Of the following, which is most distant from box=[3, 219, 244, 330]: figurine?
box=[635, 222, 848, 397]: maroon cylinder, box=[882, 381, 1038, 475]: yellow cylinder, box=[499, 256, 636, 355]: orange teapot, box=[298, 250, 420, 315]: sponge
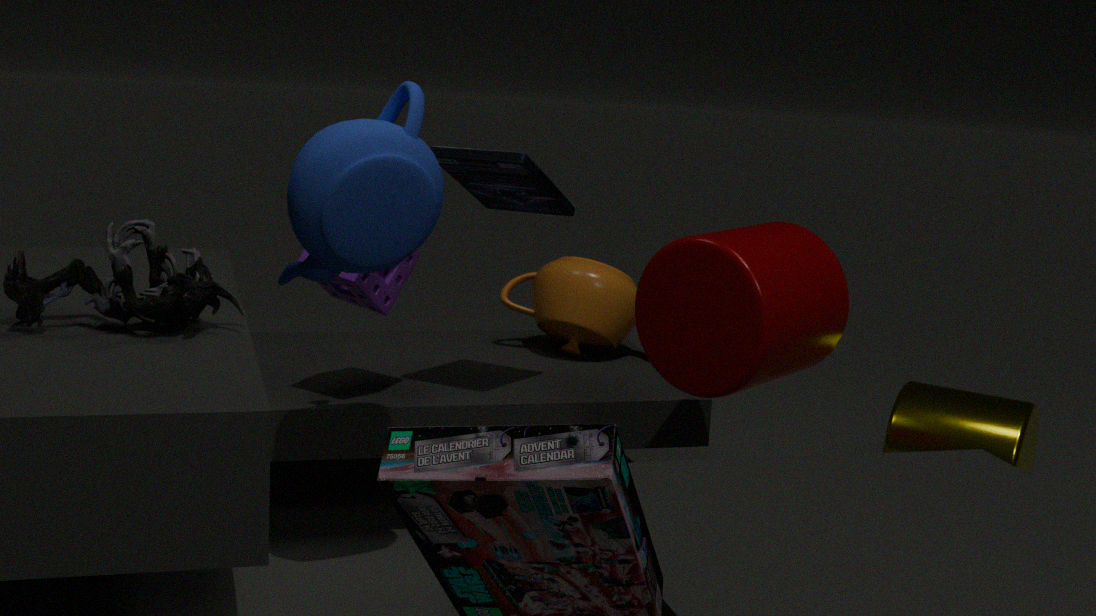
box=[882, 381, 1038, 475]: yellow cylinder
